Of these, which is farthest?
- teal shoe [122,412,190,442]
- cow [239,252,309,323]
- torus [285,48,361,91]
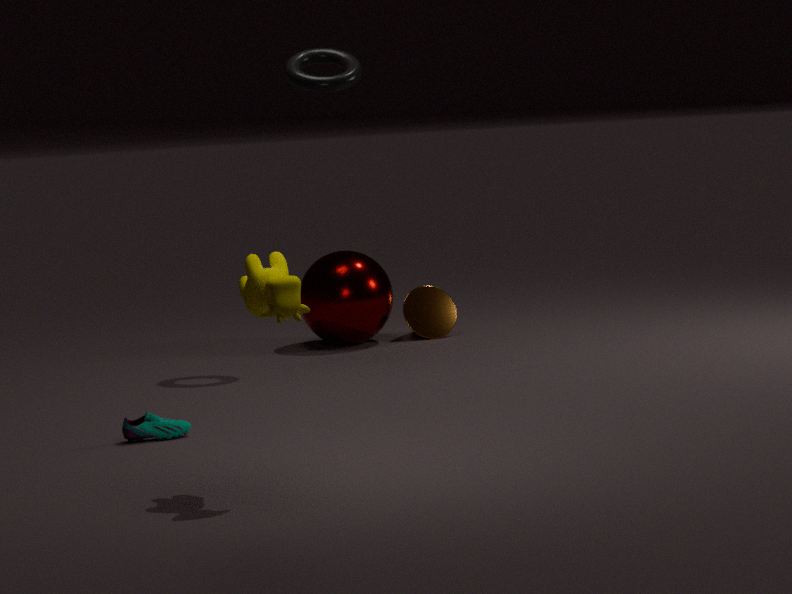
torus [285,48,361,91]
